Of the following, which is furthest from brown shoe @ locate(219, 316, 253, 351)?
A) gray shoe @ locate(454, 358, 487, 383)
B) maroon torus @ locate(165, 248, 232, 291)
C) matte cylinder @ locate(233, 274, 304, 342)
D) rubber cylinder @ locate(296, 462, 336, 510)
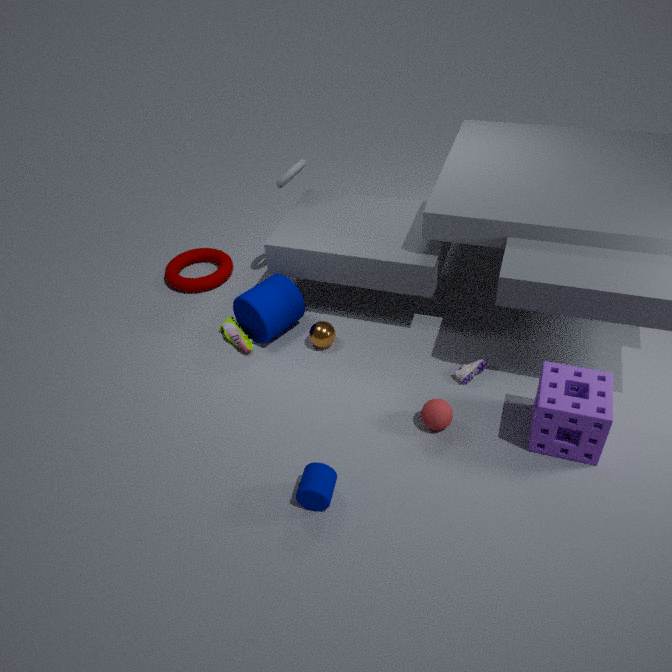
gray shoe @ locate(454, 358, 487, 383)
